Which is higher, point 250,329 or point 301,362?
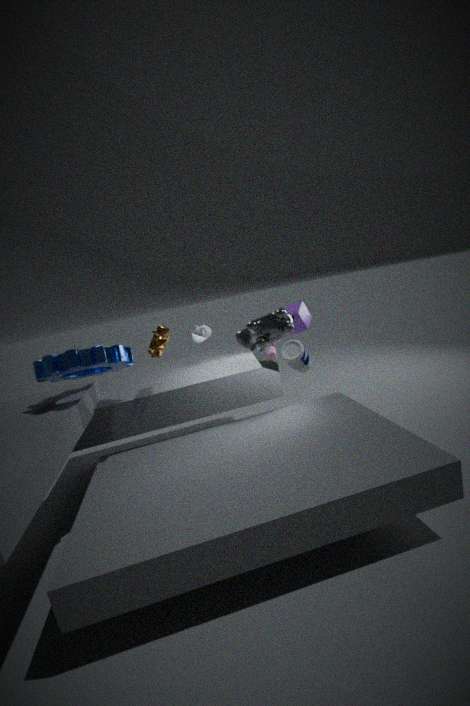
point 250,329
